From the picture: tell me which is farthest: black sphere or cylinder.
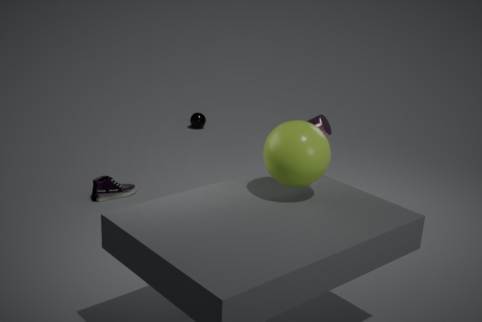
black sphere
